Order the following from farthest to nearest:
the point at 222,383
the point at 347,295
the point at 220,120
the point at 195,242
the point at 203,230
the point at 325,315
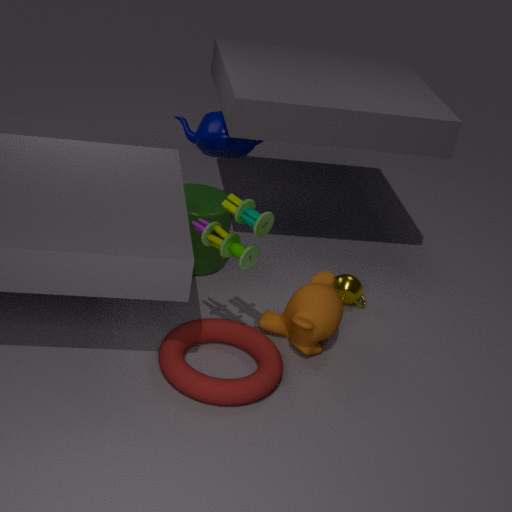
the point at 220,120 < the point at 347,295 < the point at 195,242 < the point at 325,315 < the point at 203,230 < the point at 222,383
